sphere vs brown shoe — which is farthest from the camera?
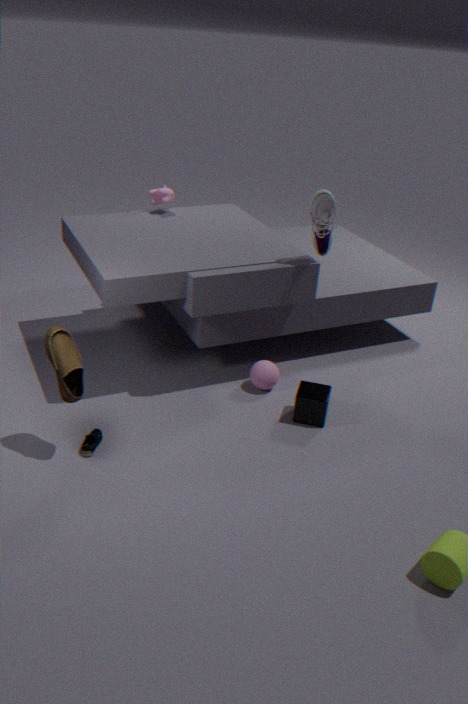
sphere
